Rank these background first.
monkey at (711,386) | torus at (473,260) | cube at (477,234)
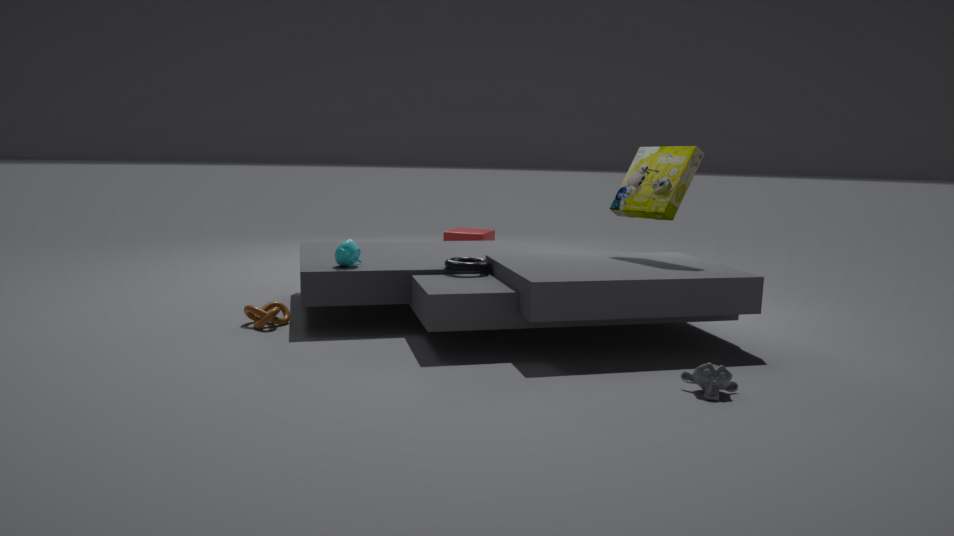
cube at (477,234), torus at (473,260), monkey at (711,386)
